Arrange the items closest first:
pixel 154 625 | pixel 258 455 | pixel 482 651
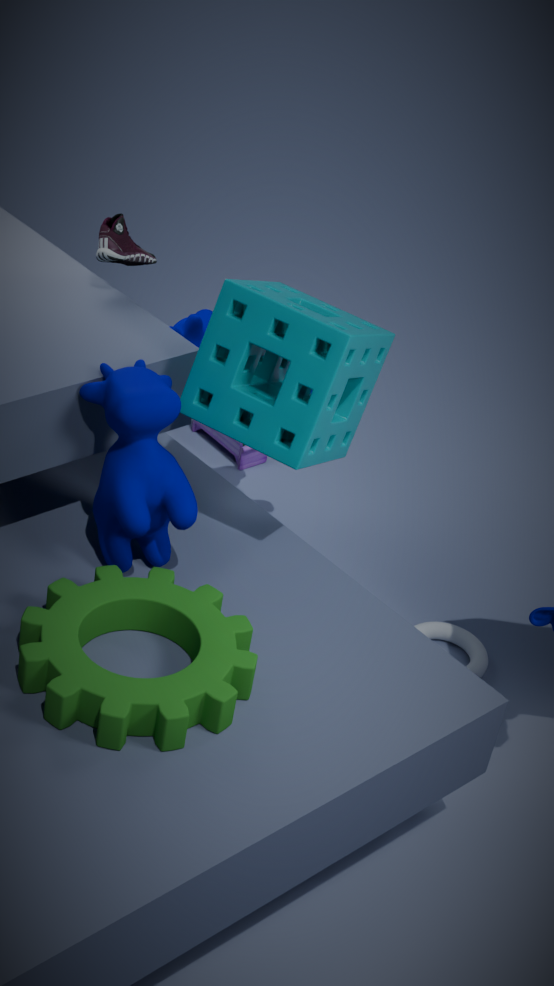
pixel 154 625 → pixel 482 651 → pixel 258 455
